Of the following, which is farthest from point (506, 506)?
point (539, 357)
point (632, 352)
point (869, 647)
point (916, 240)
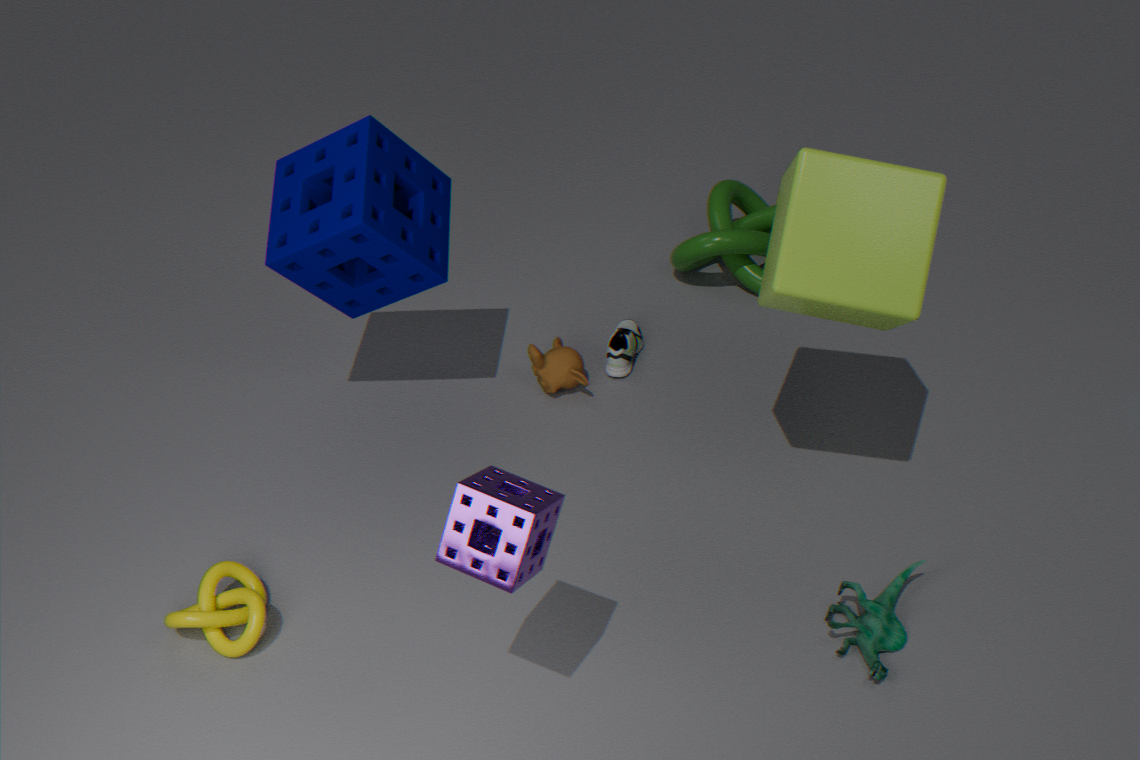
point (632, 352)
